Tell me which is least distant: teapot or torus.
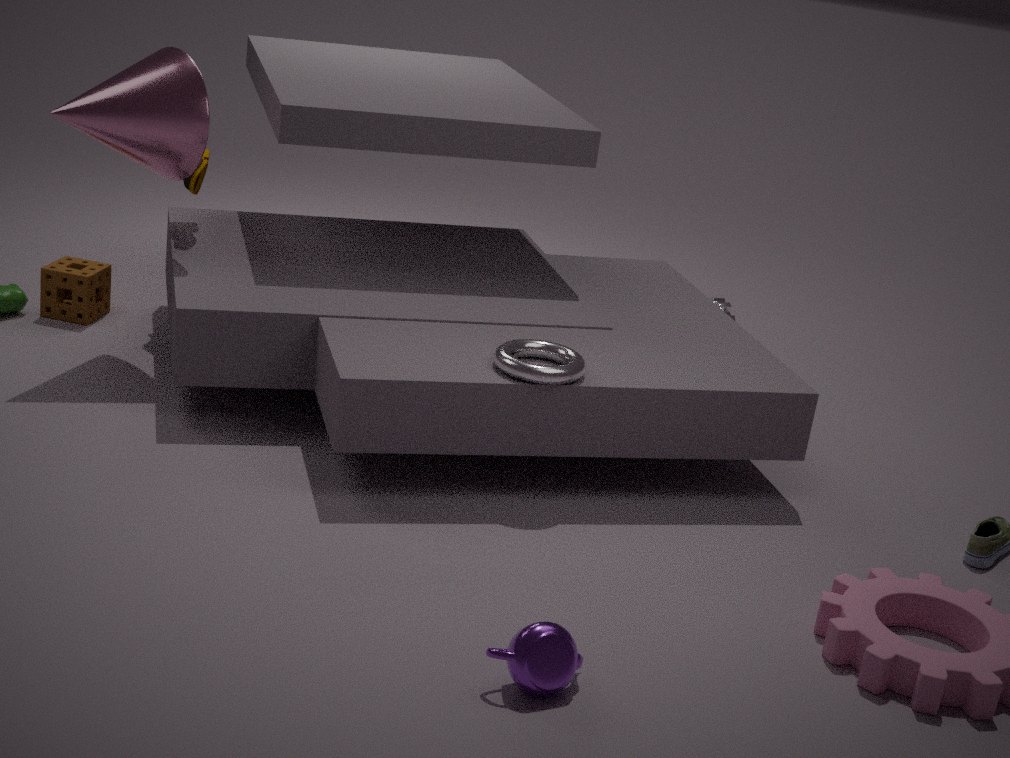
teapot
